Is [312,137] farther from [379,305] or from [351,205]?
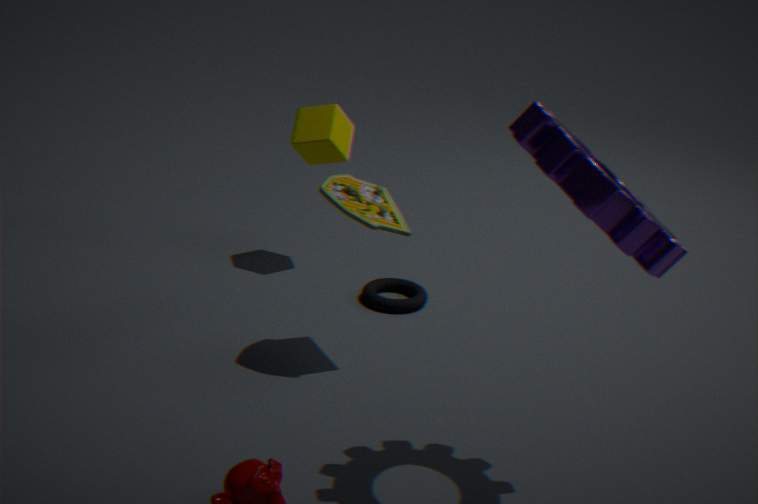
[351,205]
